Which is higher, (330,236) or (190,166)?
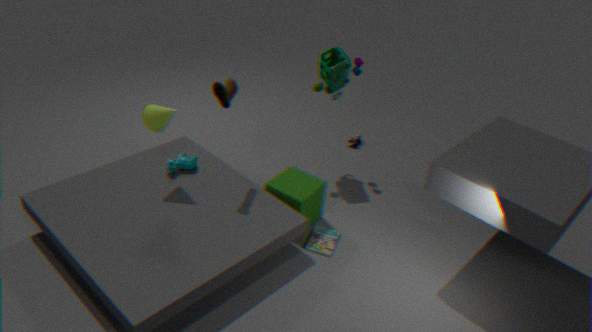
(190,166)
